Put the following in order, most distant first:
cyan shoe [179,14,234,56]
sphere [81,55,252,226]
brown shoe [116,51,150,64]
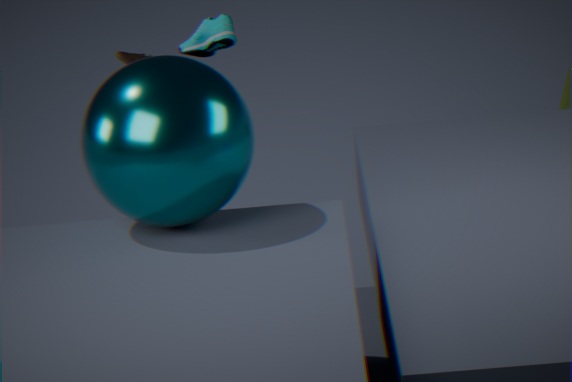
brown shoe [116,51,150,64], cyan shoe [179,14,234,56], sphere [81,55,252,226]
